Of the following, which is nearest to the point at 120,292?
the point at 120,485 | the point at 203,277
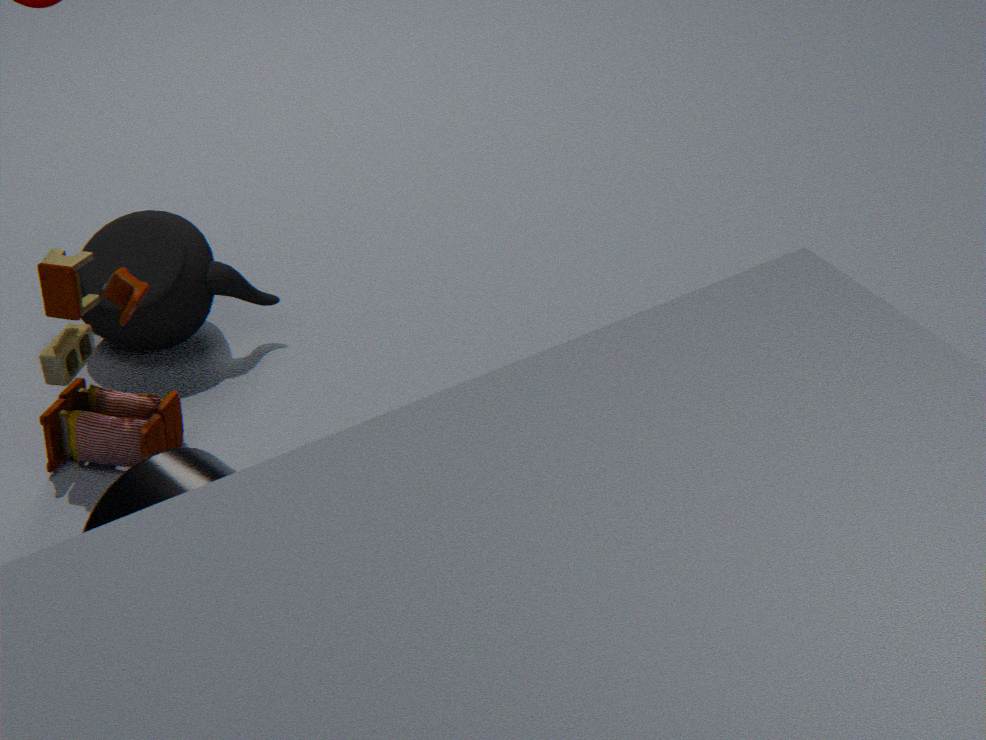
the point at 203,277
